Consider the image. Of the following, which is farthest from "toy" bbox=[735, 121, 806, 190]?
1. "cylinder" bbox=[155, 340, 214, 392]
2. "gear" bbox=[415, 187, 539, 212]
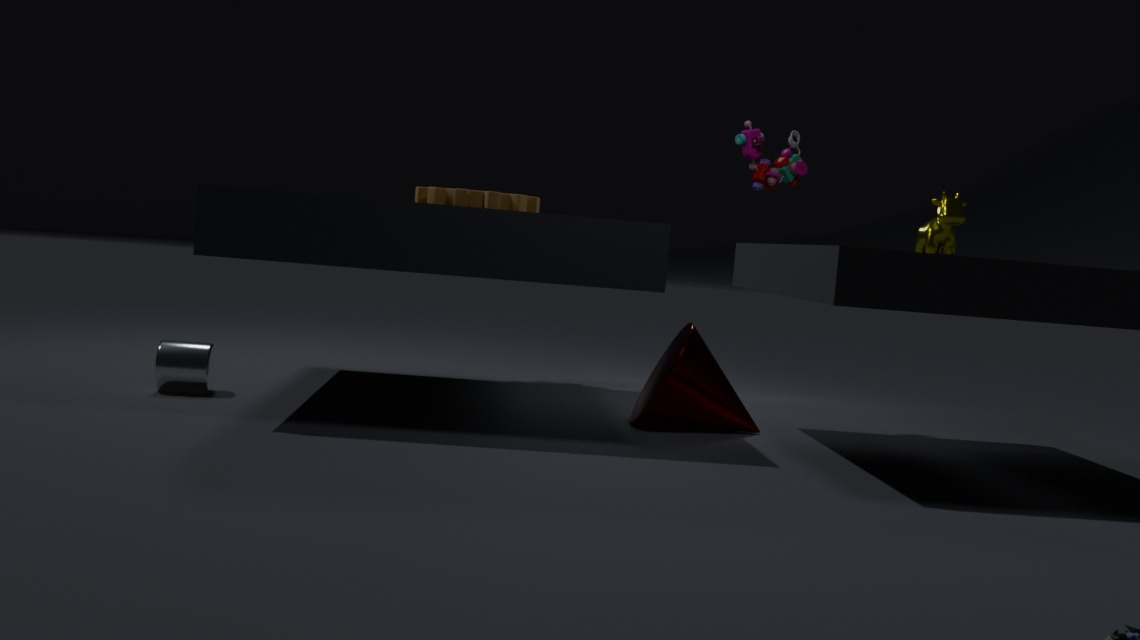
"cylinder" bbox=[155, 340, 214, 392]
